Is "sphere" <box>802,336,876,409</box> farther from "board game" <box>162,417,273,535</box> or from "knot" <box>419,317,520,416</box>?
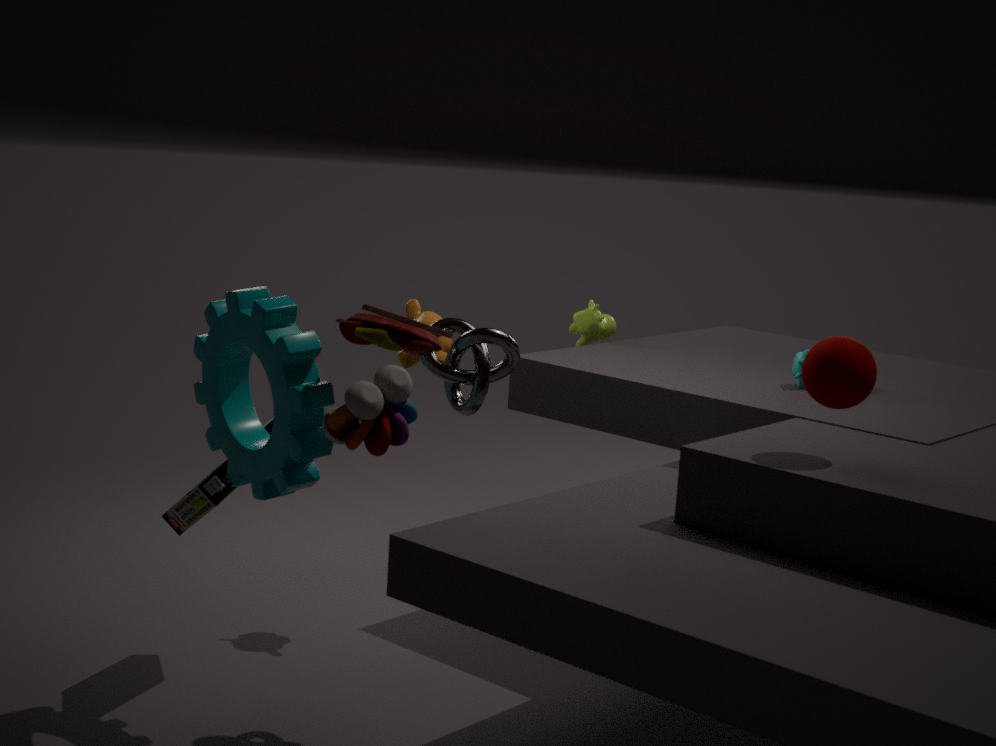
"board game" <box>162,417,273,535</box>
